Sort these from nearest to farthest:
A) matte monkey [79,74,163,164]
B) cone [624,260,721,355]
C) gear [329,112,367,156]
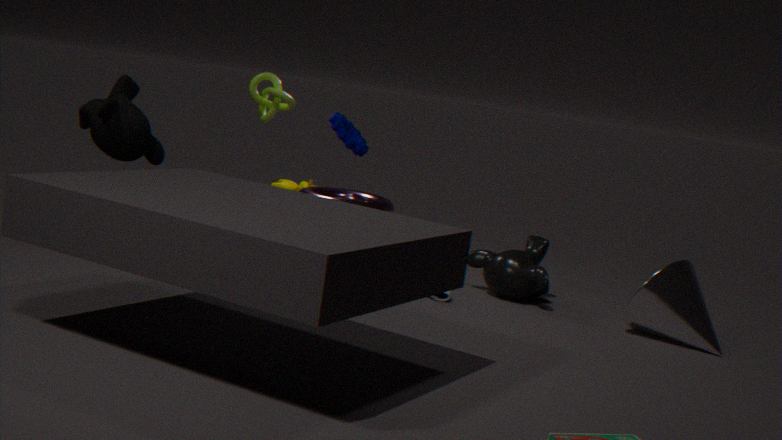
matte monkey [79,74,163,164]
cone [624,260,721,355]
gear [329,112,367,156]
